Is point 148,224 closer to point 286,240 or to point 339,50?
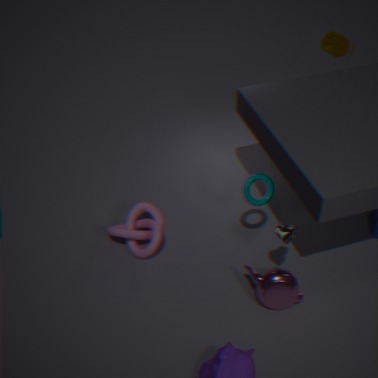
point 286,240
